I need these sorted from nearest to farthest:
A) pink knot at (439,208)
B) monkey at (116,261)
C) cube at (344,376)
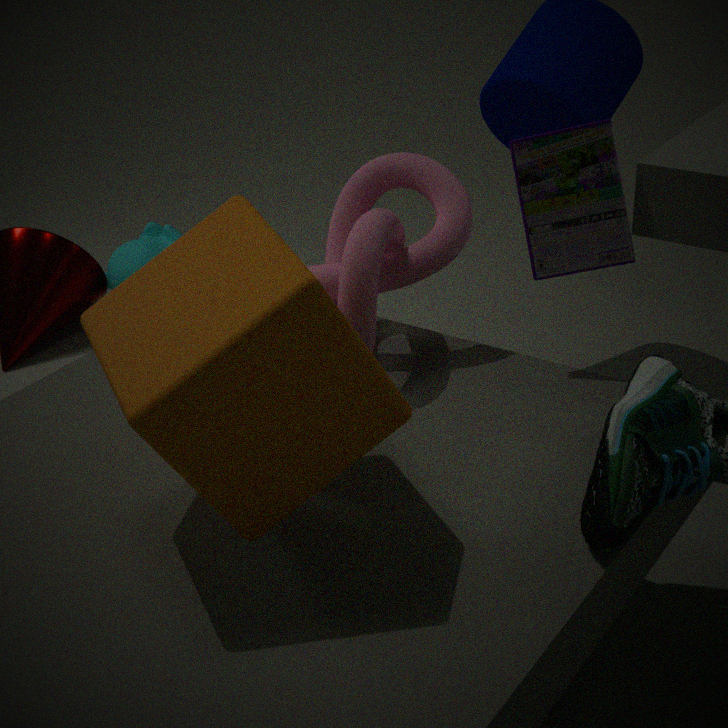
cube at (344,376) → pink knot at (439,208) → monkey at (116,261)
